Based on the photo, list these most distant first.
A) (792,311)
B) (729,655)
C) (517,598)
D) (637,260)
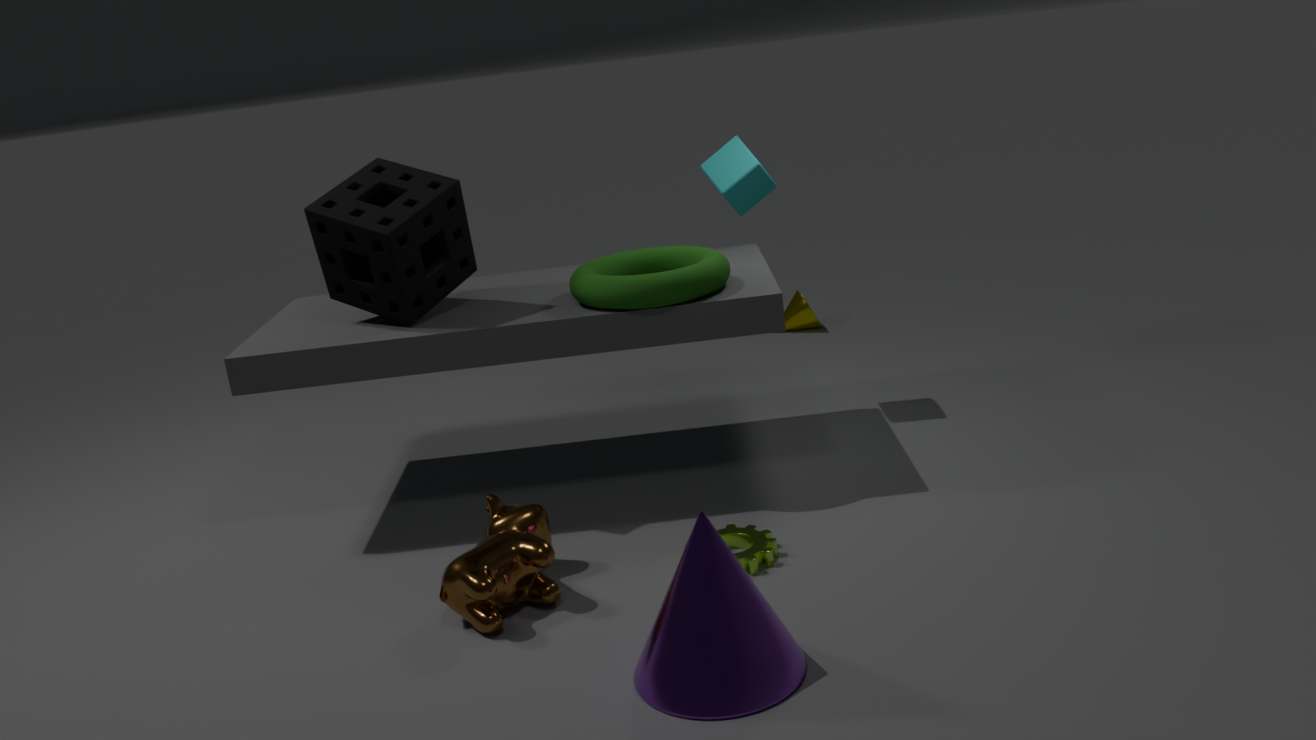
(792,311), (637,260), (517,598), (729,655)
